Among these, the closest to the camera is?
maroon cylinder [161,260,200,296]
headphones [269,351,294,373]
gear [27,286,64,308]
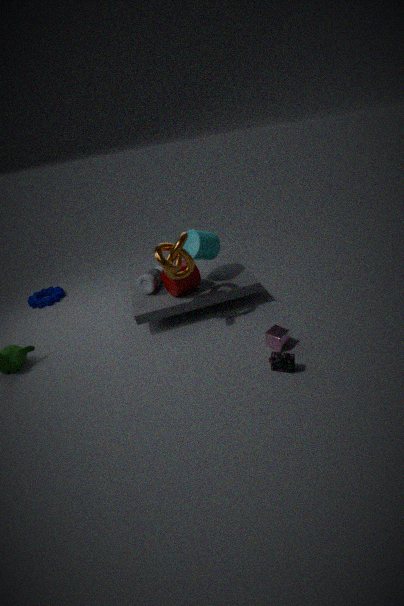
headphones [269,351,294,373]
